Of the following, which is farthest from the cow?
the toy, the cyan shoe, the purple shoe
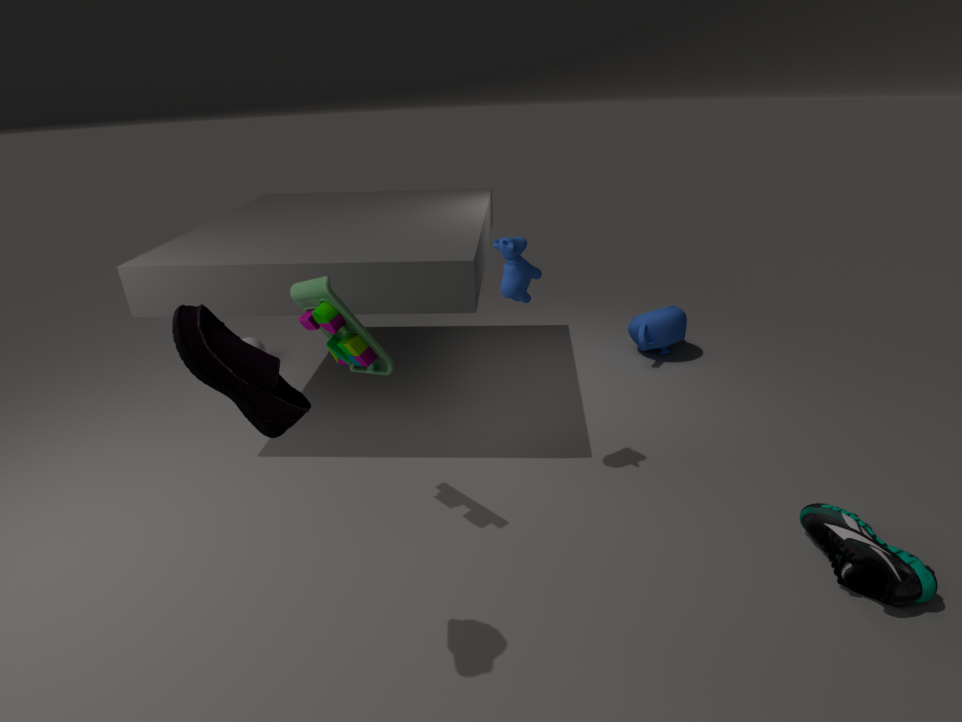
the cyan shoe
